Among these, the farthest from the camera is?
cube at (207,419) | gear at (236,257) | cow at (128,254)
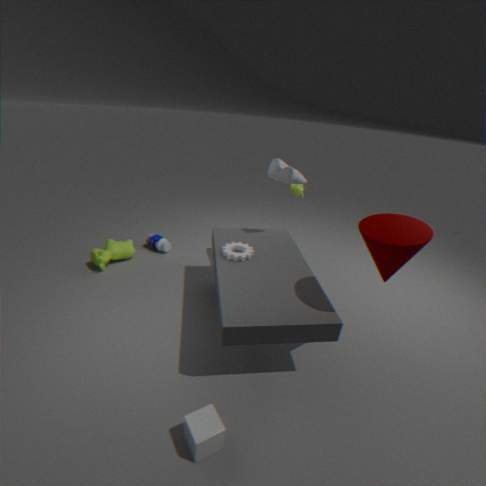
cow at (128,254)
